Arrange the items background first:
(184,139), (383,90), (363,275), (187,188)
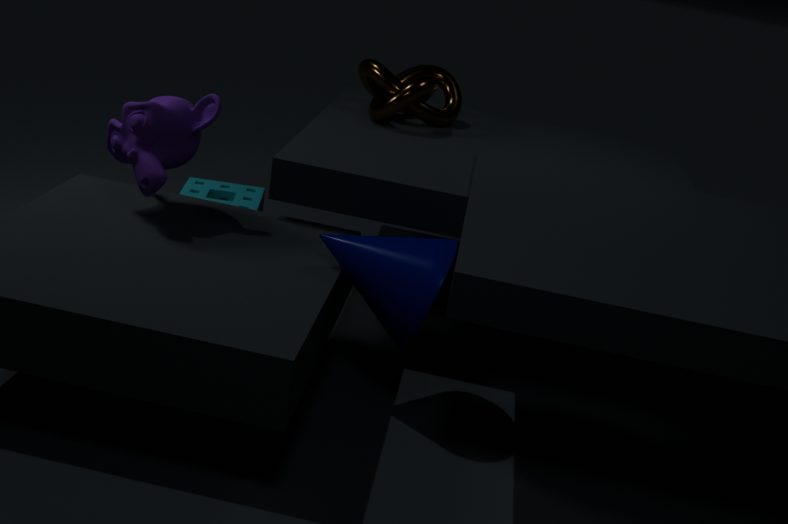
1. (383,90)
2. (187,188)
3. (184,139)
4. (363,275)
